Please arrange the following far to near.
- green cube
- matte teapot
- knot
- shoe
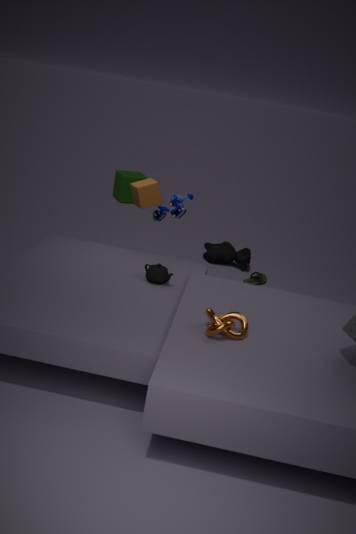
1. green cube
2. shoe
3. matte teapot
4. knot
